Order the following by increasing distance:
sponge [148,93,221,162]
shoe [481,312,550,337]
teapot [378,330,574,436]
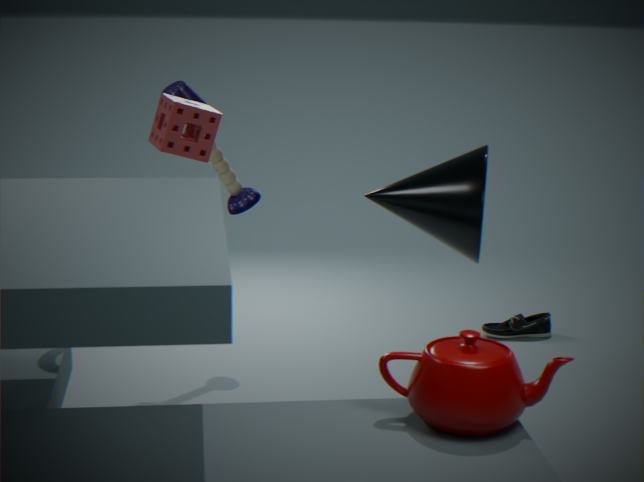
teapot [378,330,574,436] < sponge [148,93,221,162] < shoe [481,312,550,337]
